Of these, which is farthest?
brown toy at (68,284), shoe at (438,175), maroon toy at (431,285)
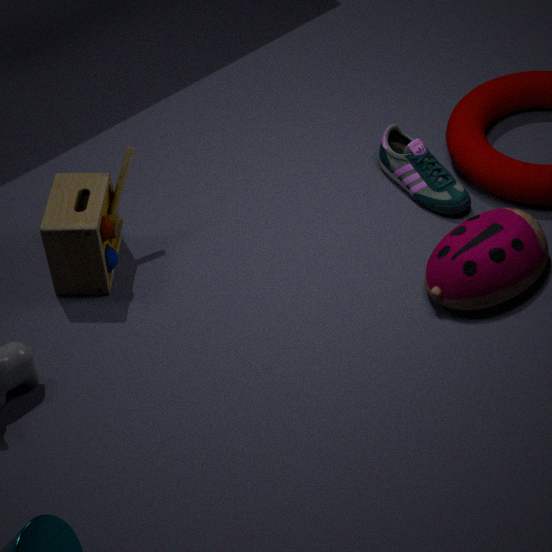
shoe at (438,175)
